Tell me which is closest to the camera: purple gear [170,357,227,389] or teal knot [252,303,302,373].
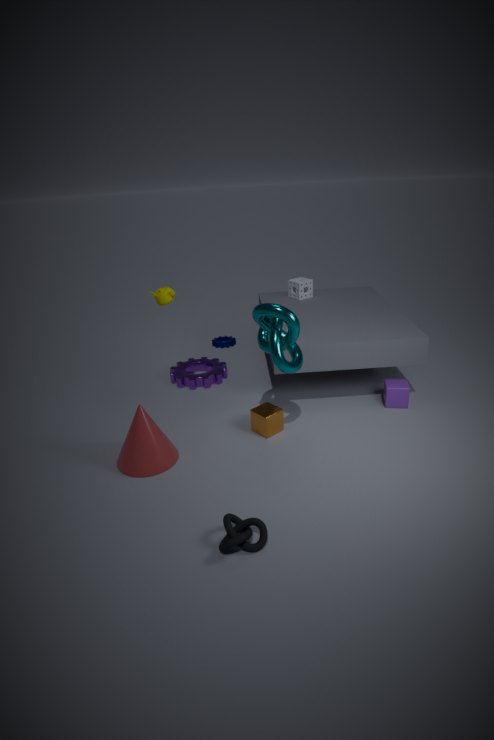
teal knot [252,303,302,373]
